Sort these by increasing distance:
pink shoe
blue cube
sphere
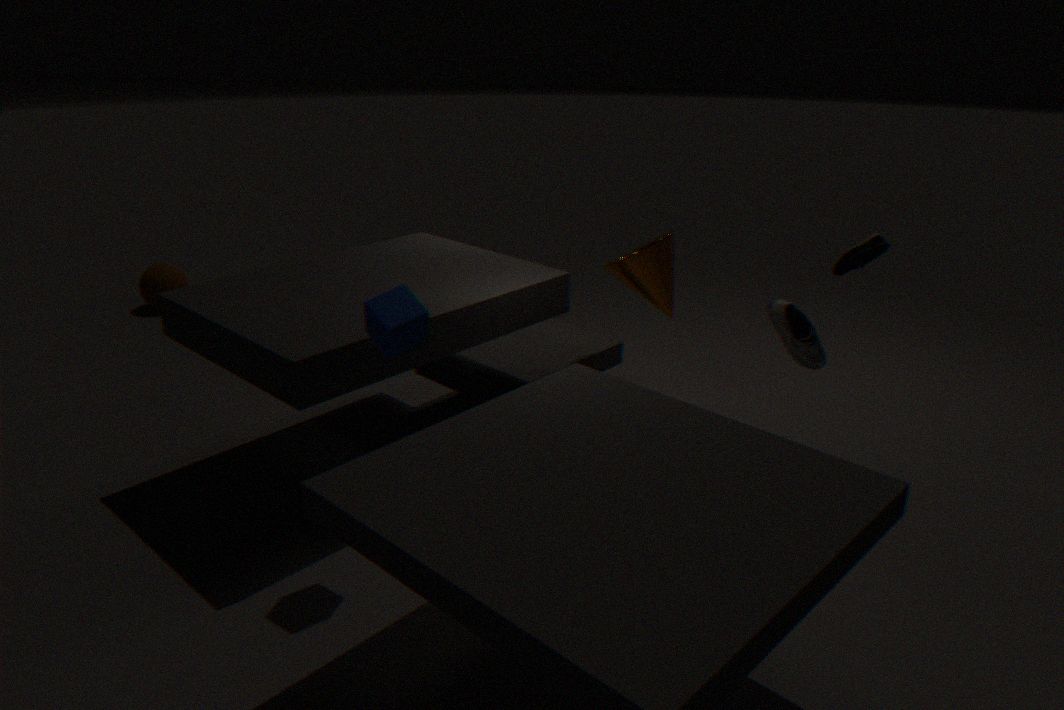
blue cube → pink shoe → sphere
